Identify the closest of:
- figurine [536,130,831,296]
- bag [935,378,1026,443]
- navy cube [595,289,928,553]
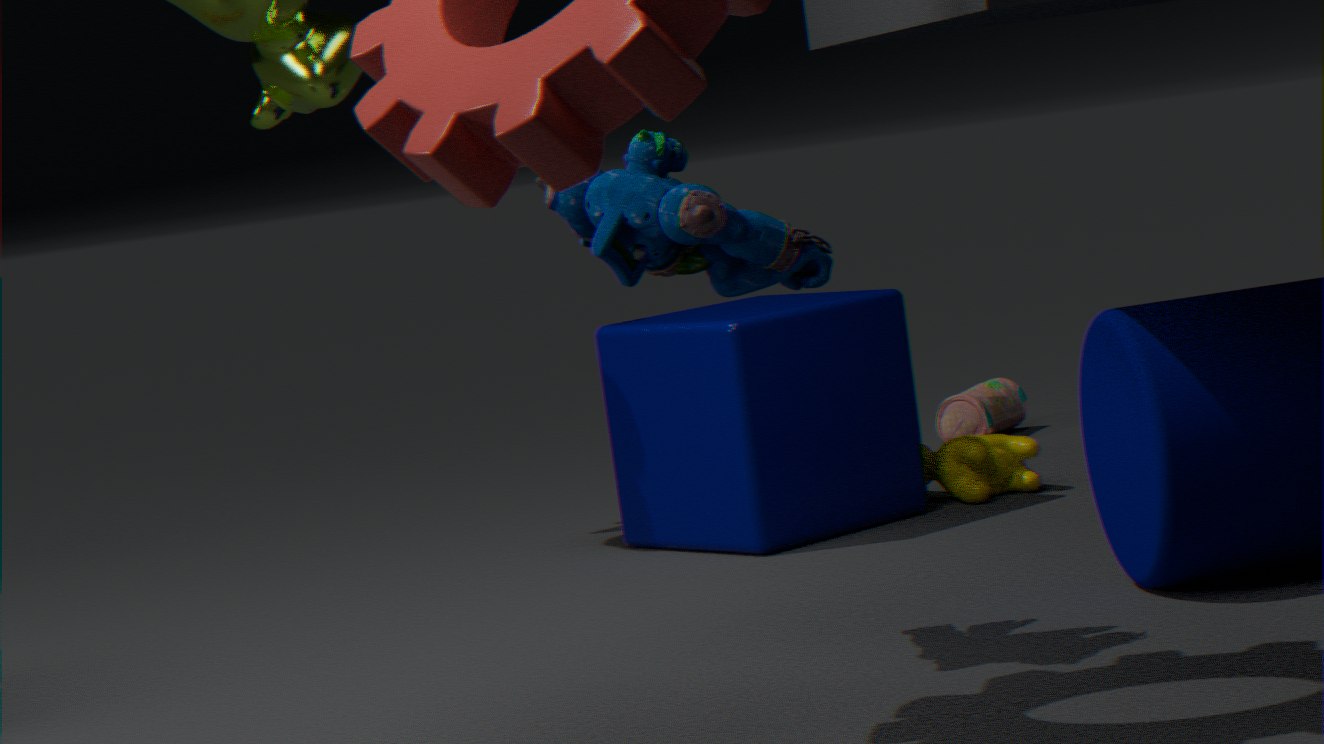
figurine [536,130,831,296]
